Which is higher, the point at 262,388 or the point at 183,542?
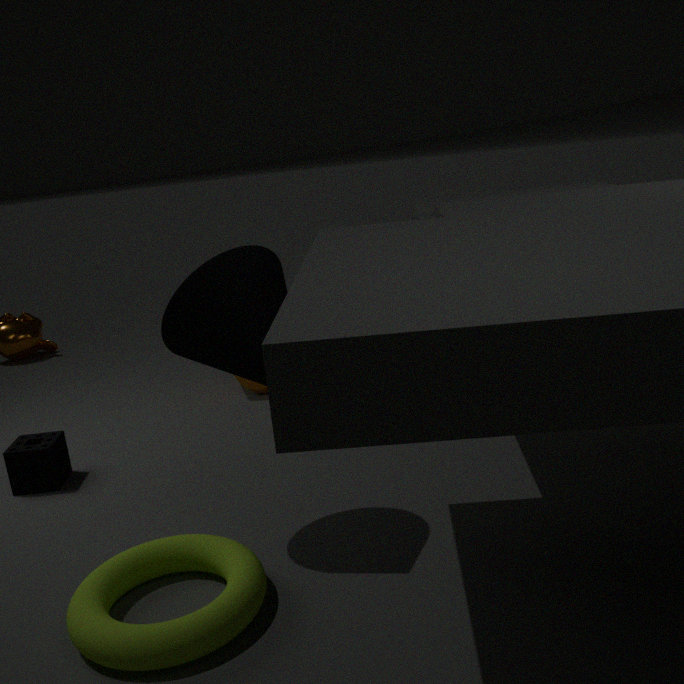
the point at 262,388
